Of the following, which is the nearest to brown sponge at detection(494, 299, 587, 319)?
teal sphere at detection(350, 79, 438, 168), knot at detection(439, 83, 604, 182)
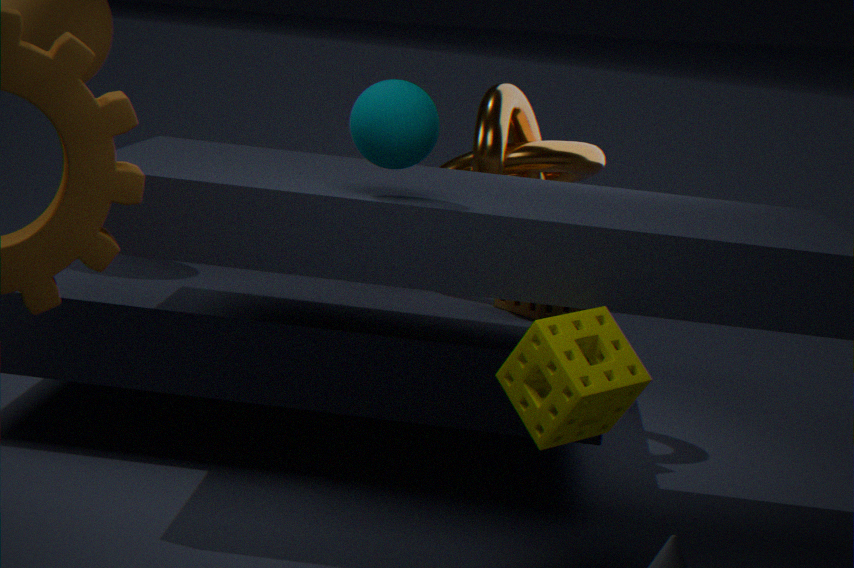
knot at detection(439, 83, 604, 182)
